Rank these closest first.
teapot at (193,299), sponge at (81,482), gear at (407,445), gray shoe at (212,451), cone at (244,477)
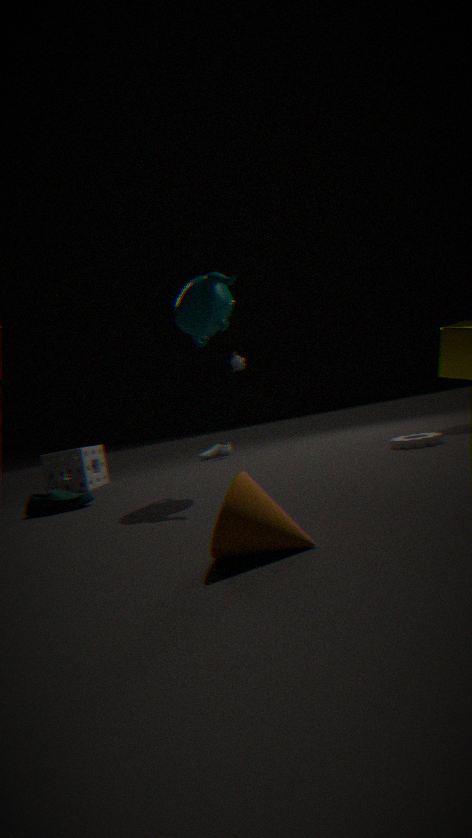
cone at (244,477) < teapot at (193,299) < gear at (407,445) < sponge at (81,482) < gray shoe at (212,451)
